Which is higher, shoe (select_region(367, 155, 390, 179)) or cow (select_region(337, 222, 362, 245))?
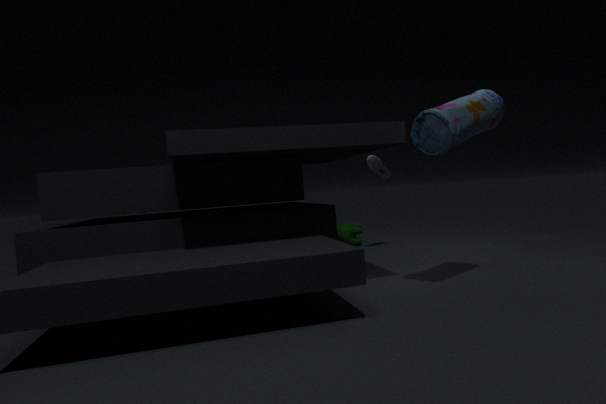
shoe (select_region(367, 155, 390, 179))
